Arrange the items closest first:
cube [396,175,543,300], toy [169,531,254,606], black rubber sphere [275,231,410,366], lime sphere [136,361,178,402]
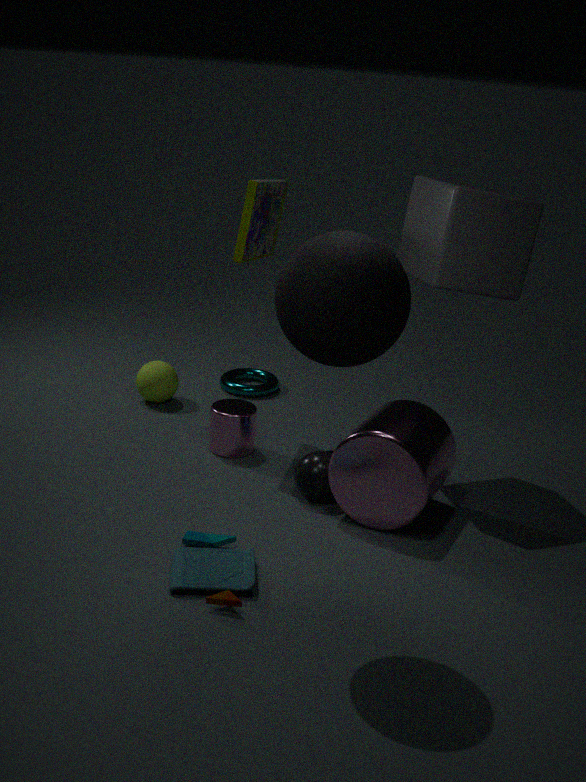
black rubber sphere [275,231,410,366] < toy [169,531,254,606] < cube [396,175,543,300] < lime sphere [136,361,178,402]
